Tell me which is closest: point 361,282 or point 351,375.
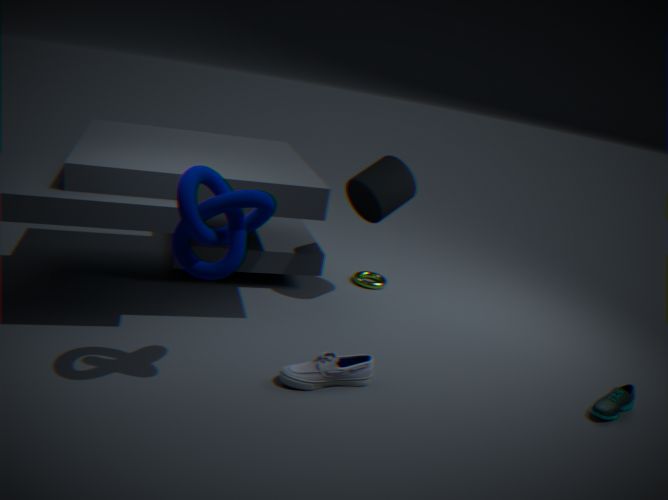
point 351,375
